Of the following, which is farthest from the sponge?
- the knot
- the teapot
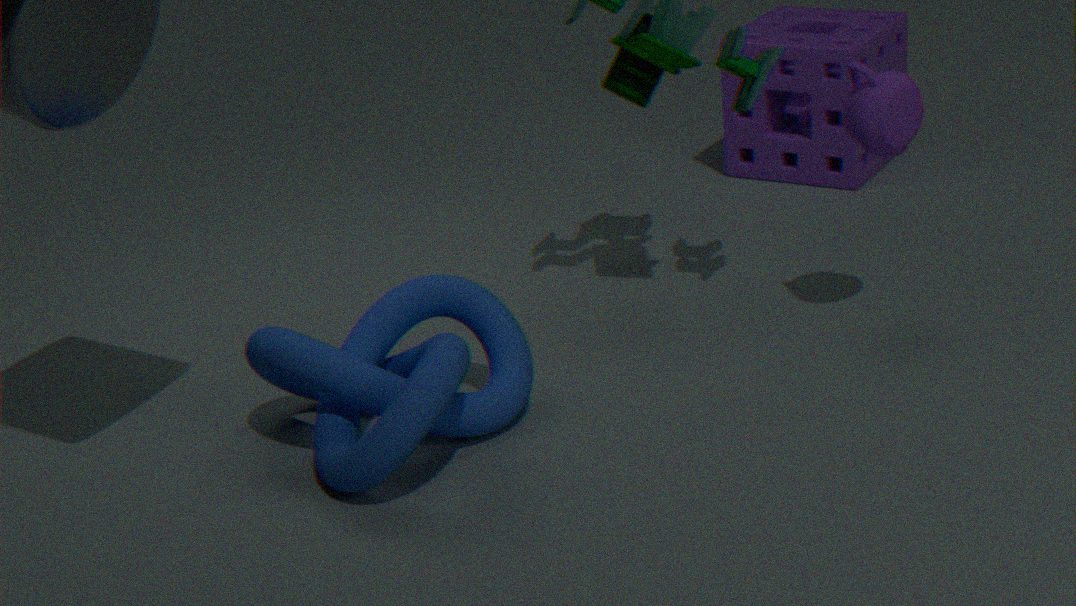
the knot
